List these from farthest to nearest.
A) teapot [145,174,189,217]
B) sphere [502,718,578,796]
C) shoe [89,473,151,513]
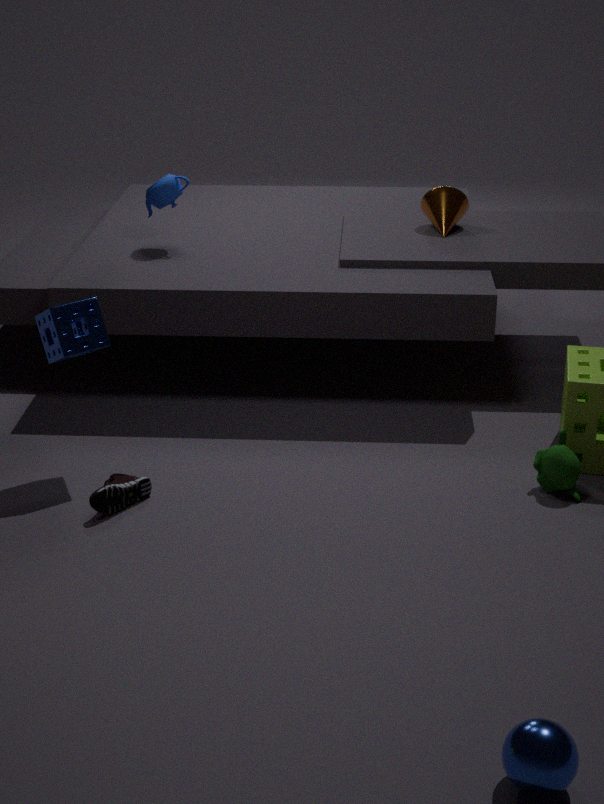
teapot [145,174,189,217] → shoe [89,473,151,513] → sphere [502,718,578,796]
